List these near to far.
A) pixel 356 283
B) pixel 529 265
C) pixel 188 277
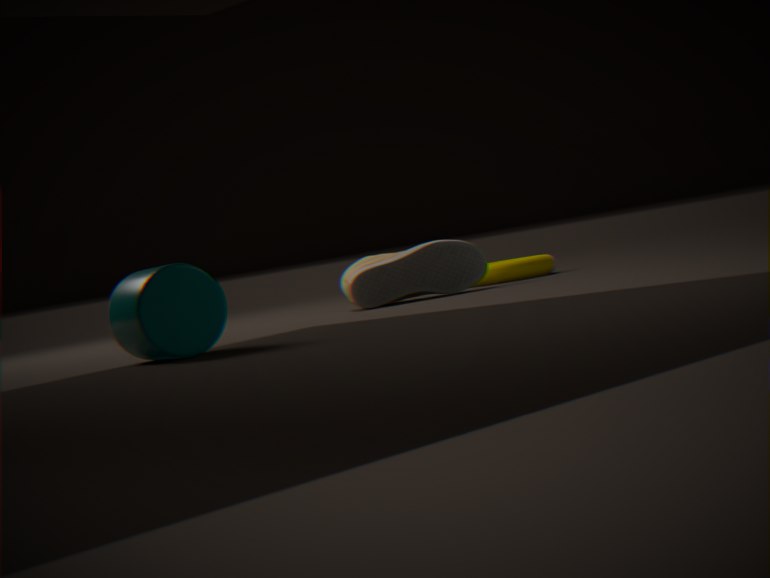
pixel 188 277 → pixel 356 283 → pixel 529 265
